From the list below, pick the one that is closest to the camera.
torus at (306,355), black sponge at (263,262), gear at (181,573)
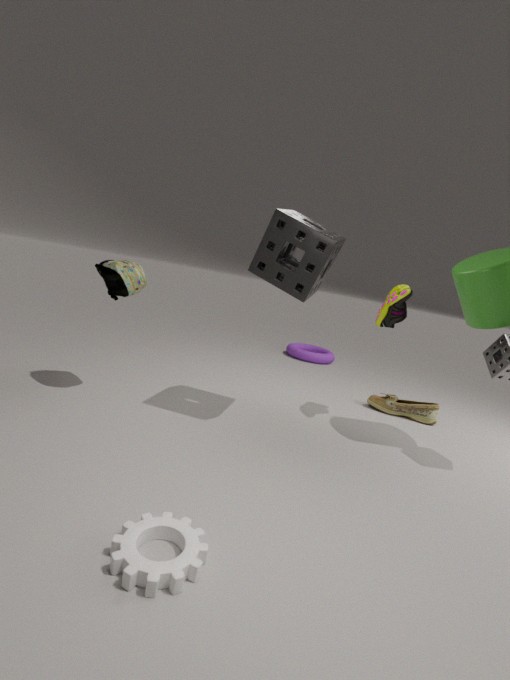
gear at (181,573)
